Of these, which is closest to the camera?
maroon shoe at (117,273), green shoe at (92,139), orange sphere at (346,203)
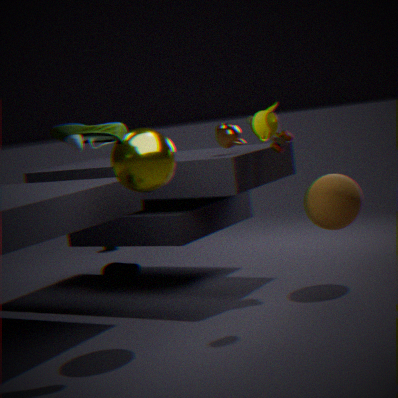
green shoe at (92,139)
